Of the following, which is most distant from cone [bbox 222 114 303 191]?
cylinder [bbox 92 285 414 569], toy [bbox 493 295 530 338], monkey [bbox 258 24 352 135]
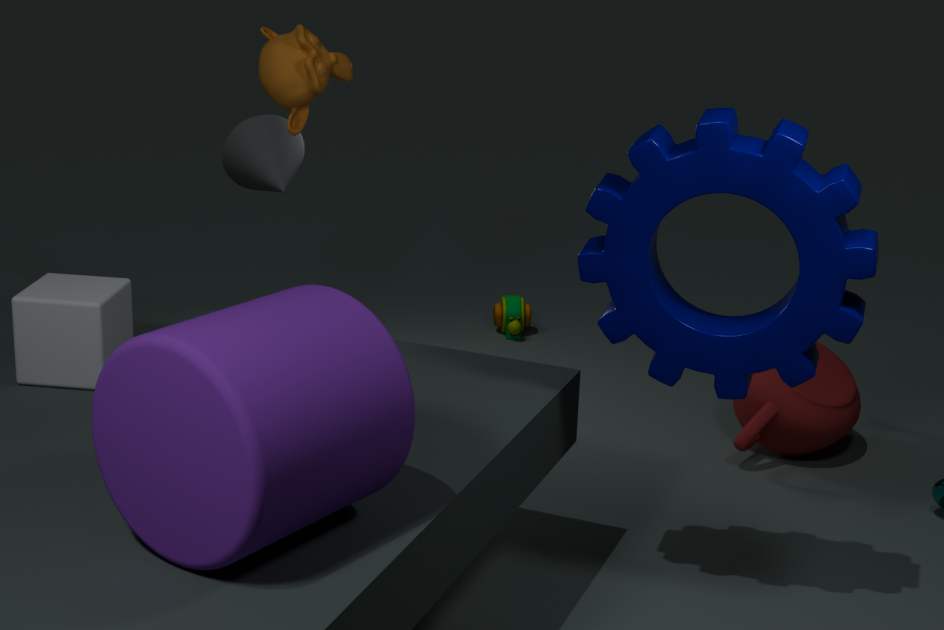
cylinder [bbox 92 285 414 569]
